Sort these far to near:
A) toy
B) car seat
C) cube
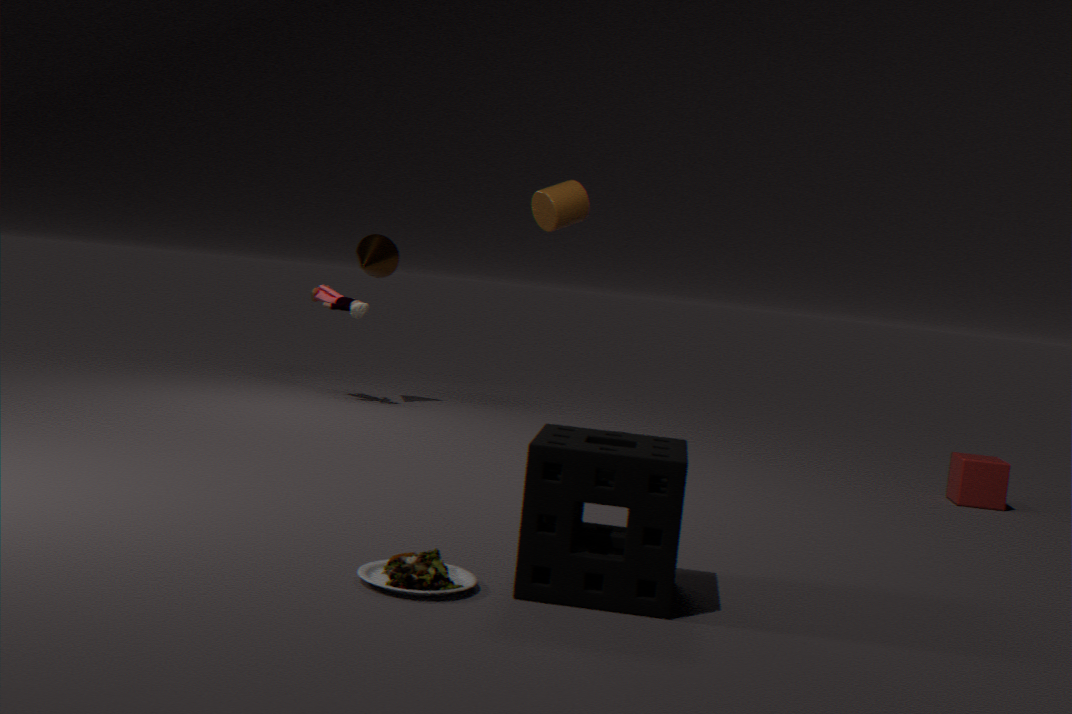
toy < cube < car seat
